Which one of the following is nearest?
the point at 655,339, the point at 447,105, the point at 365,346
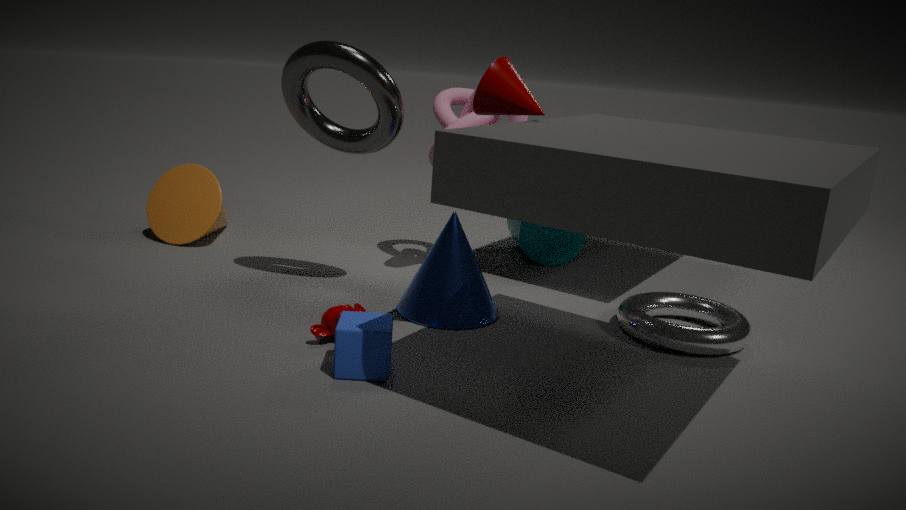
the point at 365,346
